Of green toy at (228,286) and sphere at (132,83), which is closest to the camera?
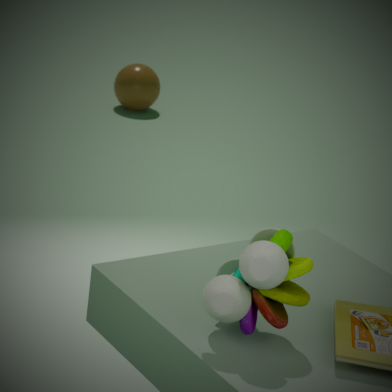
green toy at (228,286)
